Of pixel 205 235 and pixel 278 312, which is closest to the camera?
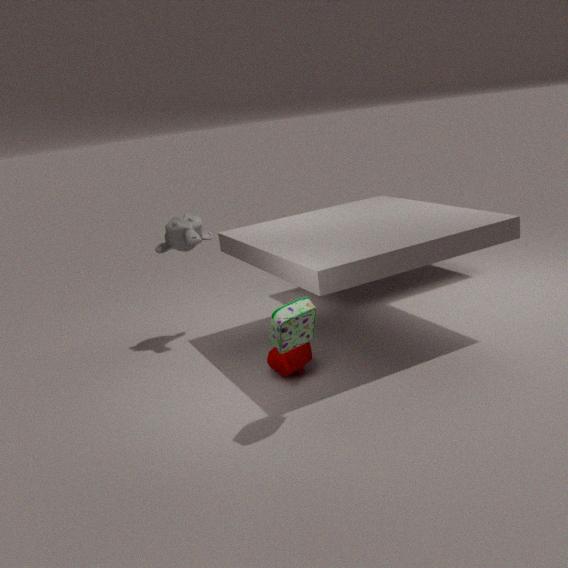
pixel 278 312
